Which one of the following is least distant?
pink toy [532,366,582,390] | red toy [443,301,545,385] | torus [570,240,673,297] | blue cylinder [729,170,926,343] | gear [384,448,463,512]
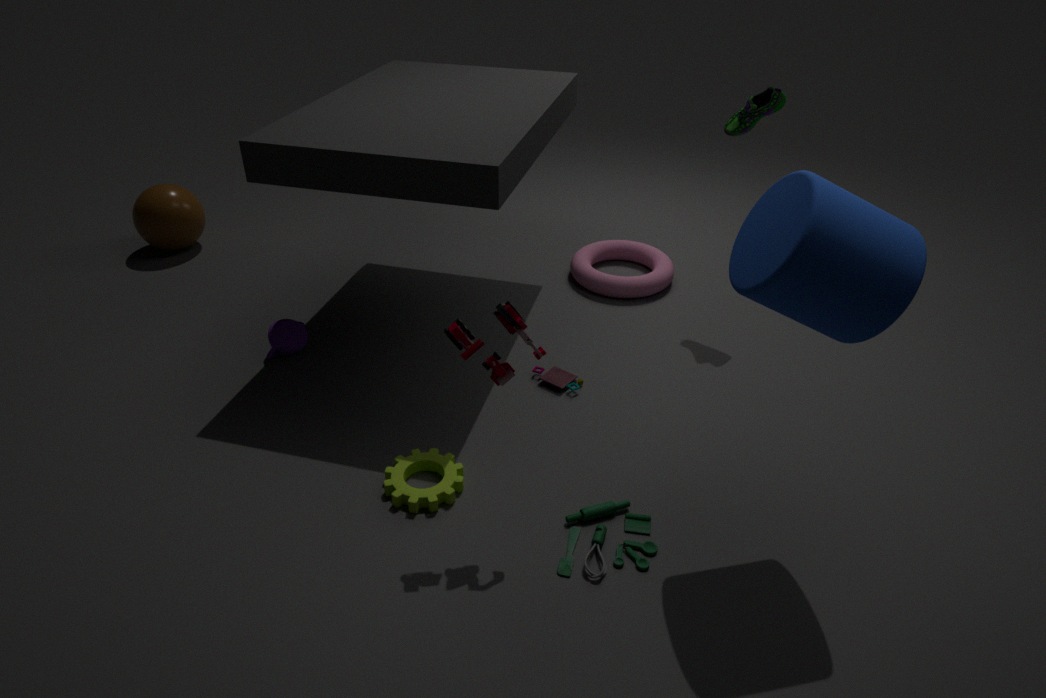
blue cylinder [729,170,926,343]
